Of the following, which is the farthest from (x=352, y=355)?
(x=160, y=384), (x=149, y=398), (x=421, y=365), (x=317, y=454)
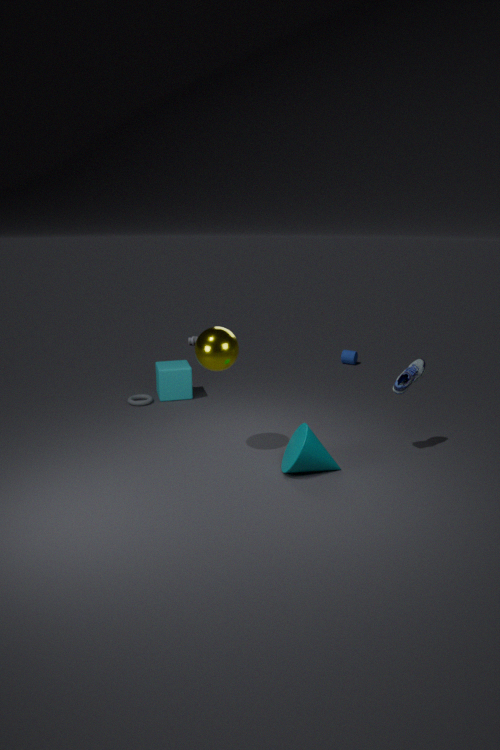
(x=317, y=454)
